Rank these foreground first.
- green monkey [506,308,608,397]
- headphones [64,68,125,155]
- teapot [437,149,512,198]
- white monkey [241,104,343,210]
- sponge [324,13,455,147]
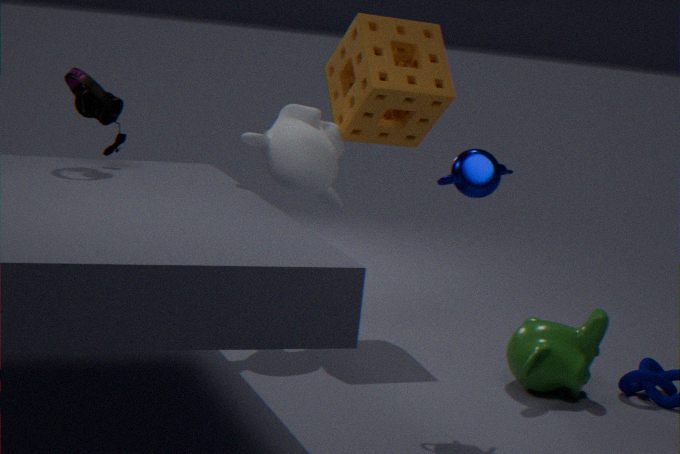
teapot [437,149,512,198], green monkey [506,308,608,397], headphones [64,68,125,155], white monkey [241,104,343,210], sponge [324,13,455,147]
